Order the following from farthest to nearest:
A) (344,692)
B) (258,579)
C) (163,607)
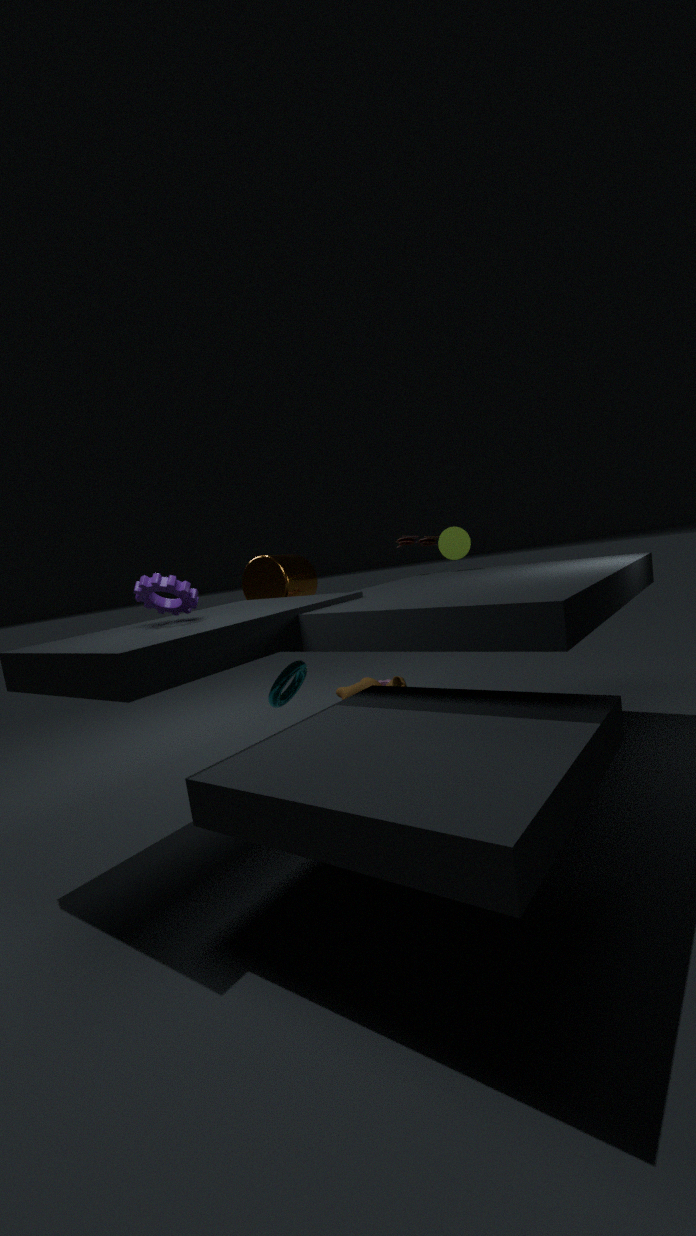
(344,692)
(258,579)
(163,607)
